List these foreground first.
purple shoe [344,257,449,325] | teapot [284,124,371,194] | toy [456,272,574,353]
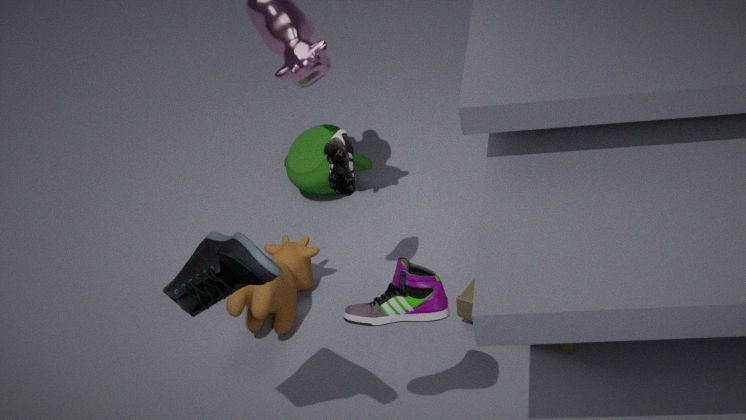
purple shoe [344,257,449,325] < toy [456,272,574,353] < teapot [284,124,371,194]
